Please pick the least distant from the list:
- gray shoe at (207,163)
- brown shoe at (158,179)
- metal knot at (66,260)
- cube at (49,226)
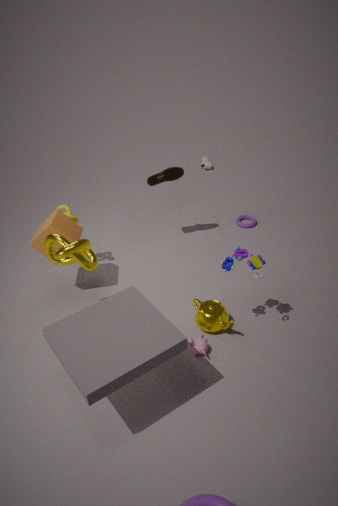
metal knot at (66,260)
